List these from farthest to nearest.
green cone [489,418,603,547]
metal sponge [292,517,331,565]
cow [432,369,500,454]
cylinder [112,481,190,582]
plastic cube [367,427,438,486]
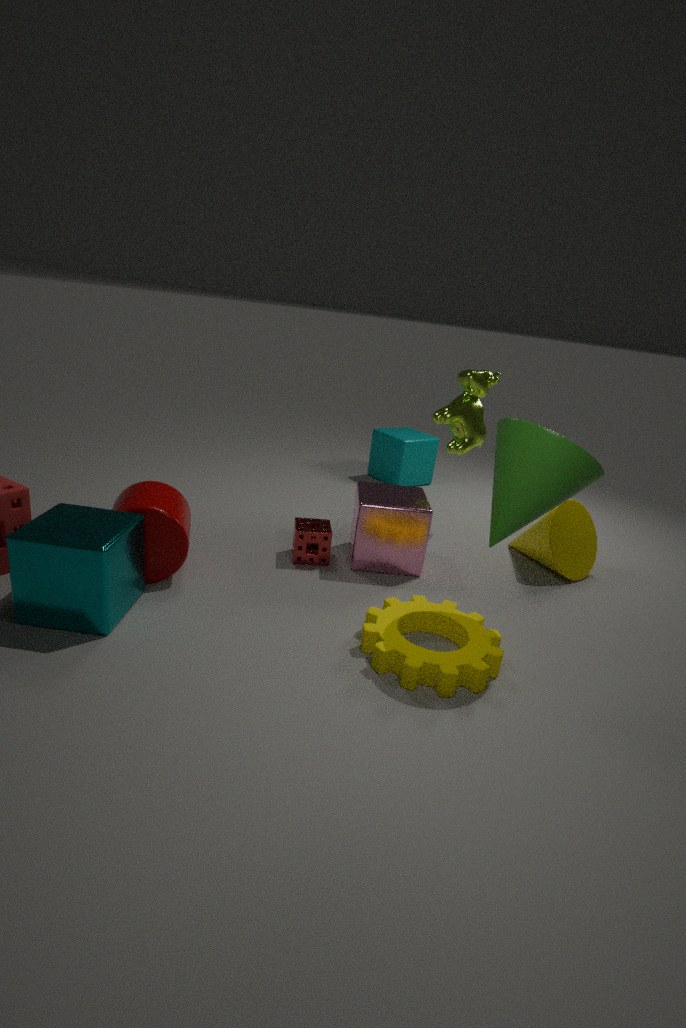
plastic cube [367,427,438,486]
cow [432,369,500,454]
metal sponge [292,517,331,565]
cylinder [112,481,190,582]
green cone [489,418,603,547]
